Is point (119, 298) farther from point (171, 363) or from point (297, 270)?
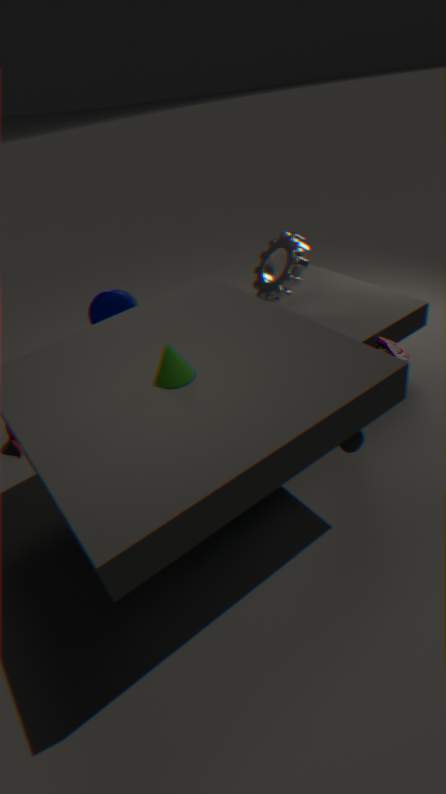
point (171, 363)
